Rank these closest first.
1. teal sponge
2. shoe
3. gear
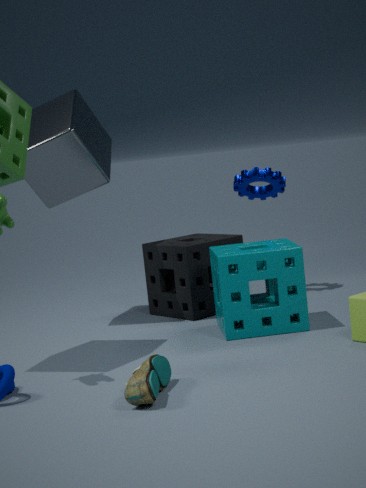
shoe
teal sponge
gear
